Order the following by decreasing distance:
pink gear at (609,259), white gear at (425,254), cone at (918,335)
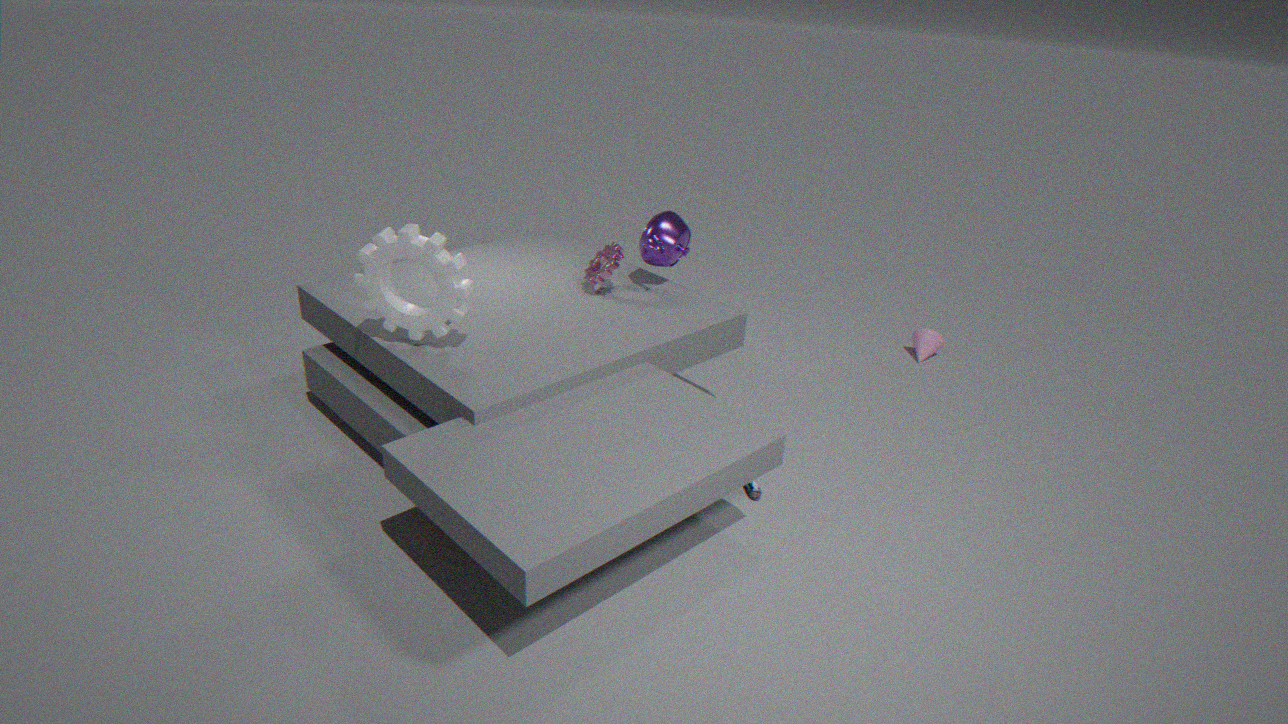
cone at (918,335), pink gear at (609,259), white gear at (425,254)
